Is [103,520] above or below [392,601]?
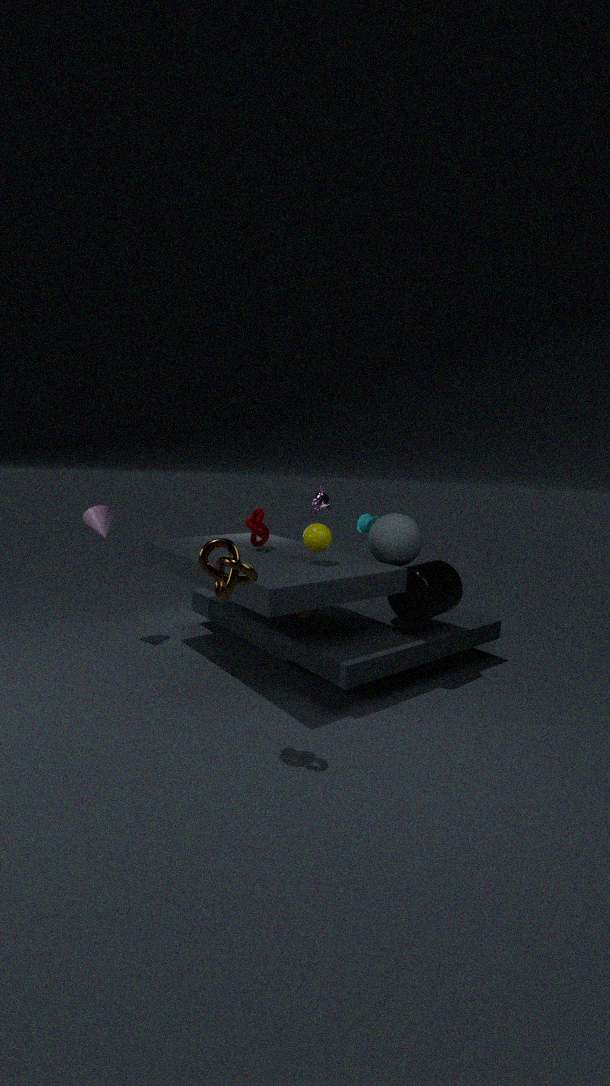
above
